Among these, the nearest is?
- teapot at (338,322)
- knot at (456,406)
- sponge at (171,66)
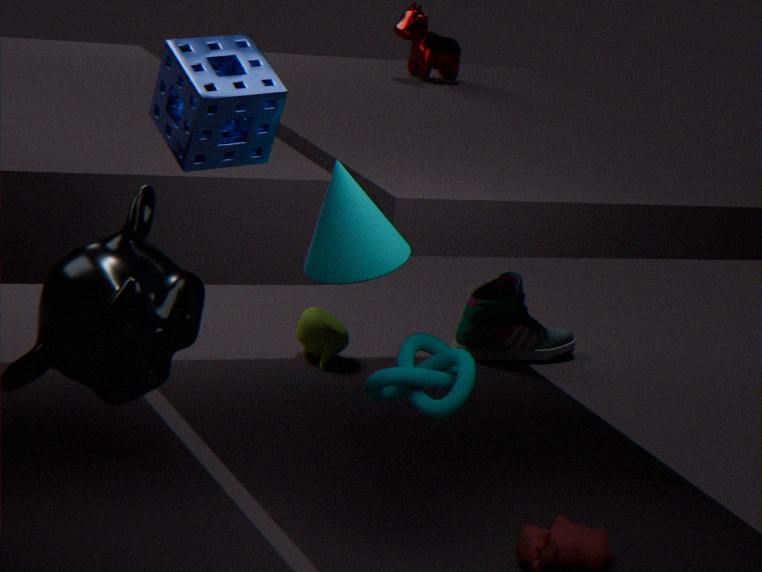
sponge at (171,66)
